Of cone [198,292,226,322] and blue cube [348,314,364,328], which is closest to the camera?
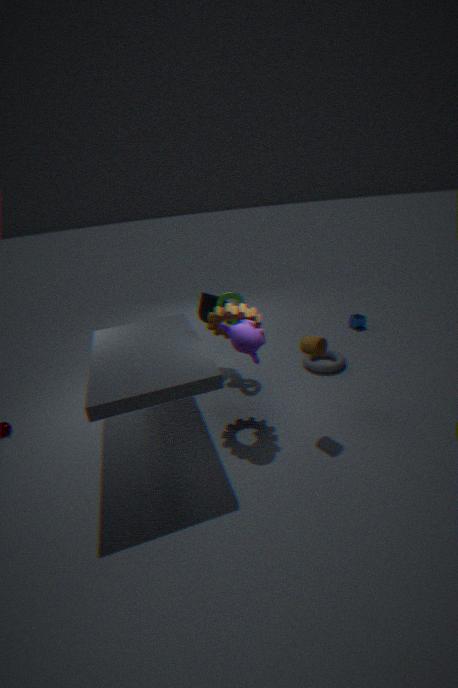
cone [198,292,226,322]
